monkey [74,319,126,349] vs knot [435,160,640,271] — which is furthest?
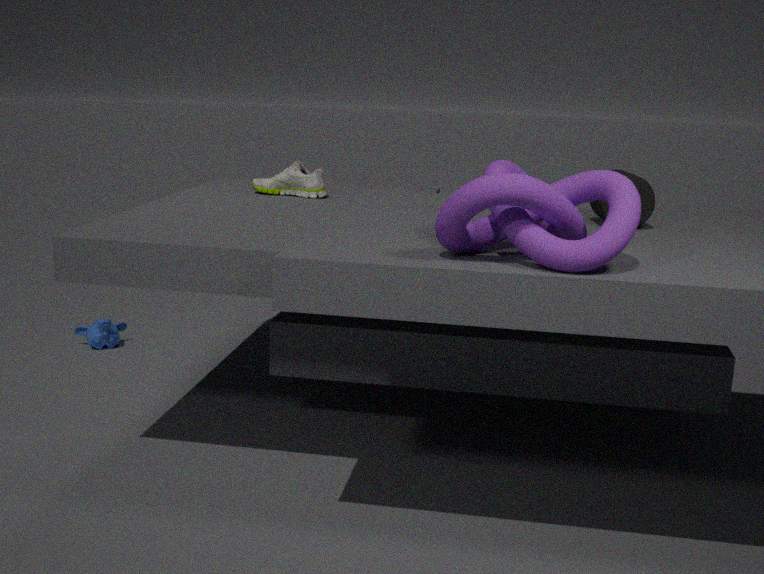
monkey [74,319,126,349]
